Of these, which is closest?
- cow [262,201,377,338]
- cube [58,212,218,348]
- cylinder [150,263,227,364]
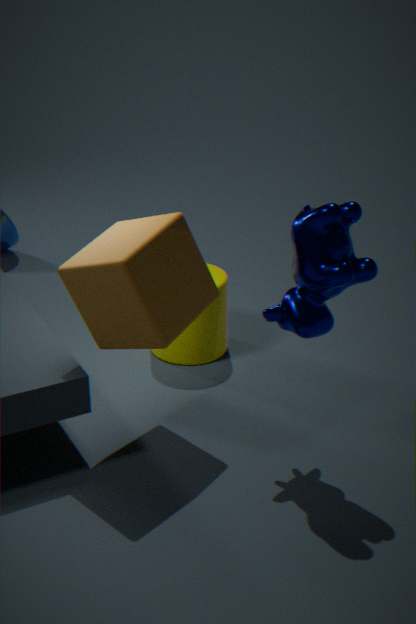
cow [262,201,377,338]
